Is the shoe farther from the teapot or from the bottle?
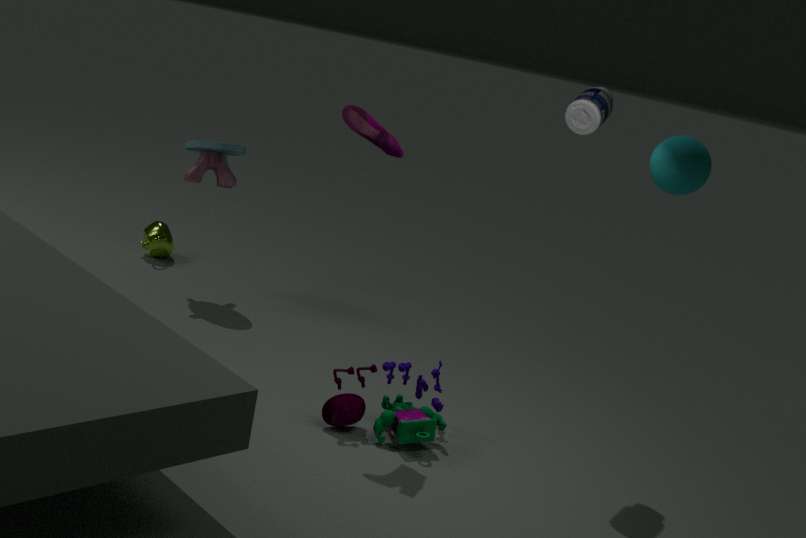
the teapot
